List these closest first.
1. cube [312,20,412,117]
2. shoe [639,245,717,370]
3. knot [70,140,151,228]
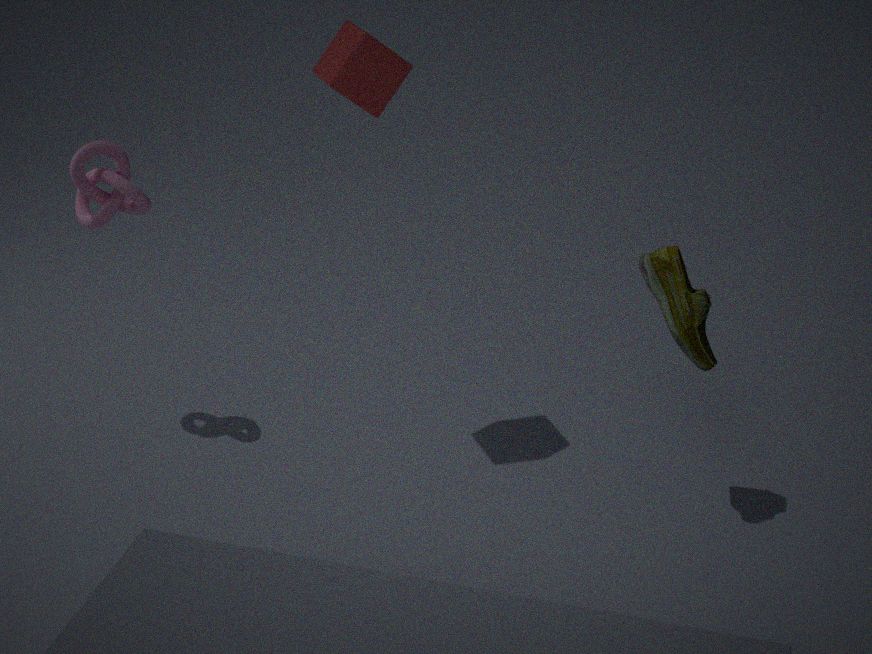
shoe [639,245,717,370] < cube [312,20,412,117] < knot [70,140,151,228]
